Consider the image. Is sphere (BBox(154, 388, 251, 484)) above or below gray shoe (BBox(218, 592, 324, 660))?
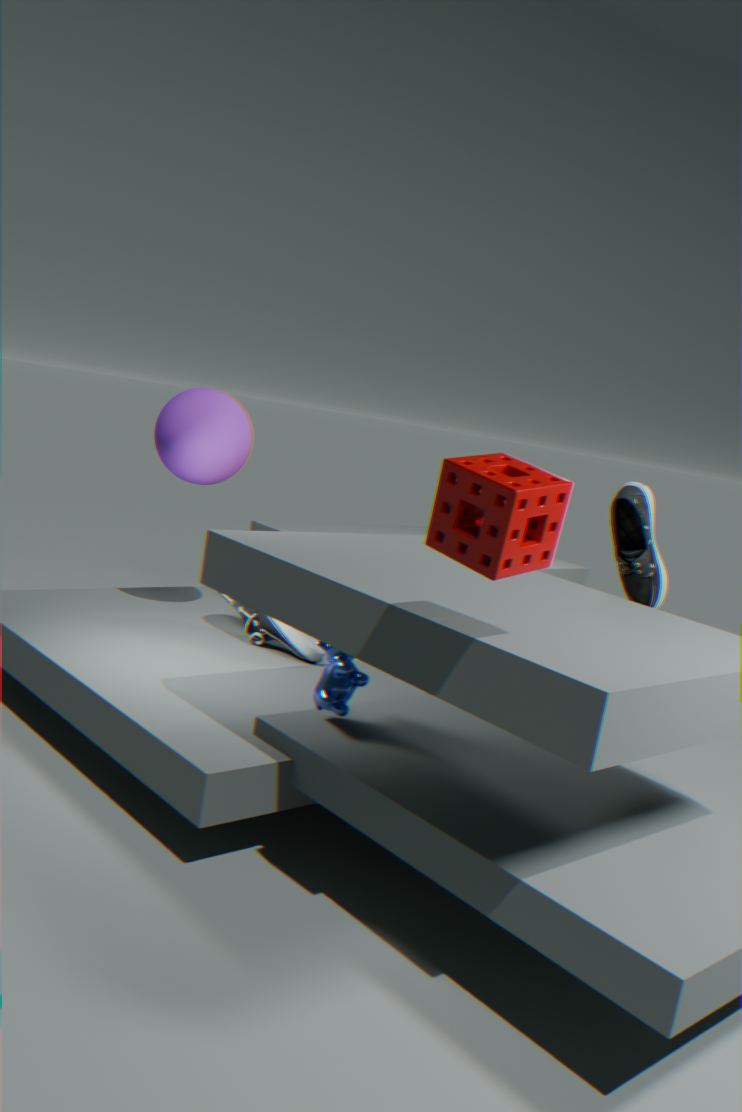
above
